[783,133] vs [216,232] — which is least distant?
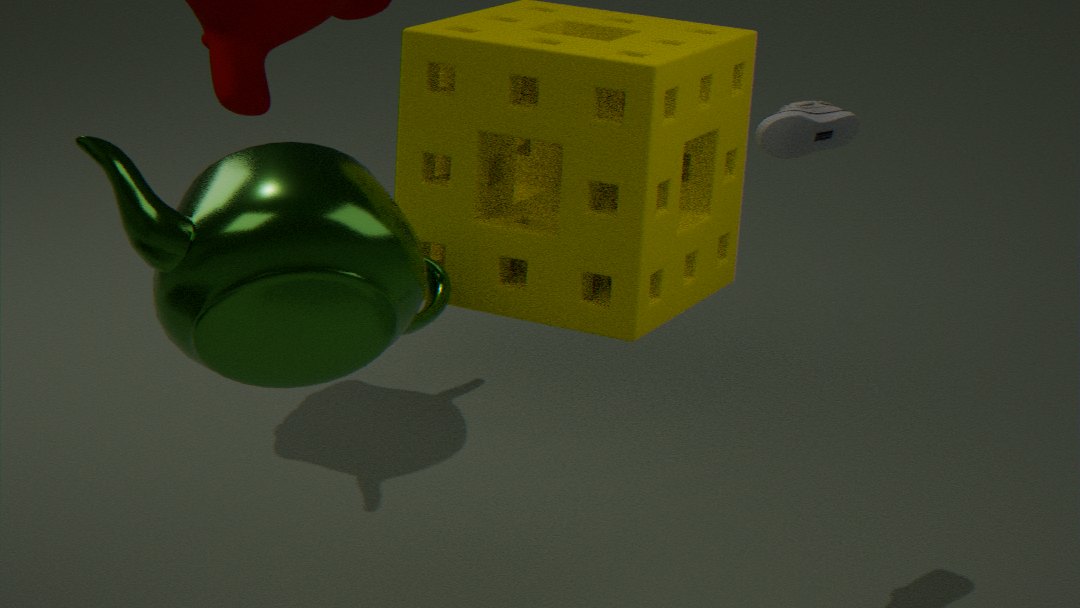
[216,232]
